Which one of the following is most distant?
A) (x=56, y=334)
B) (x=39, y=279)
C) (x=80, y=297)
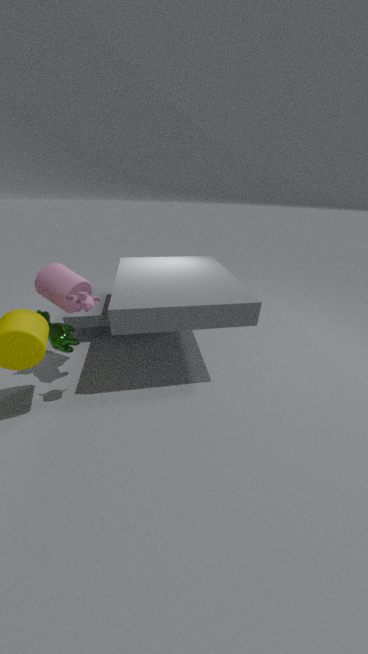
(x=56, y=334)
